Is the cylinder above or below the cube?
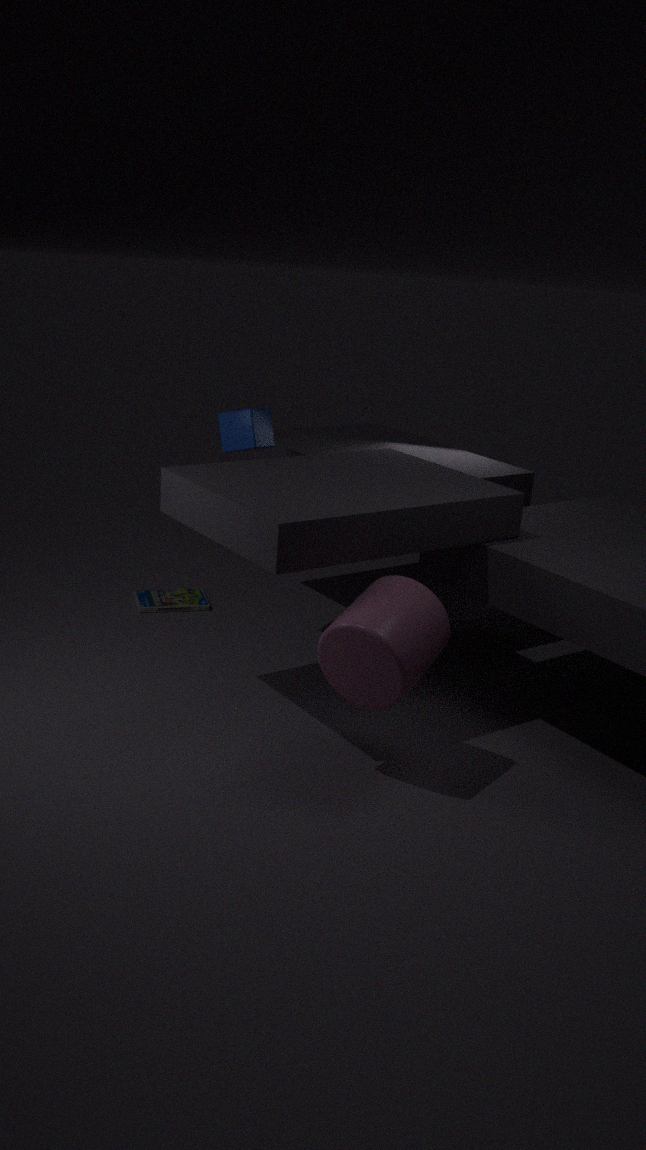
below
